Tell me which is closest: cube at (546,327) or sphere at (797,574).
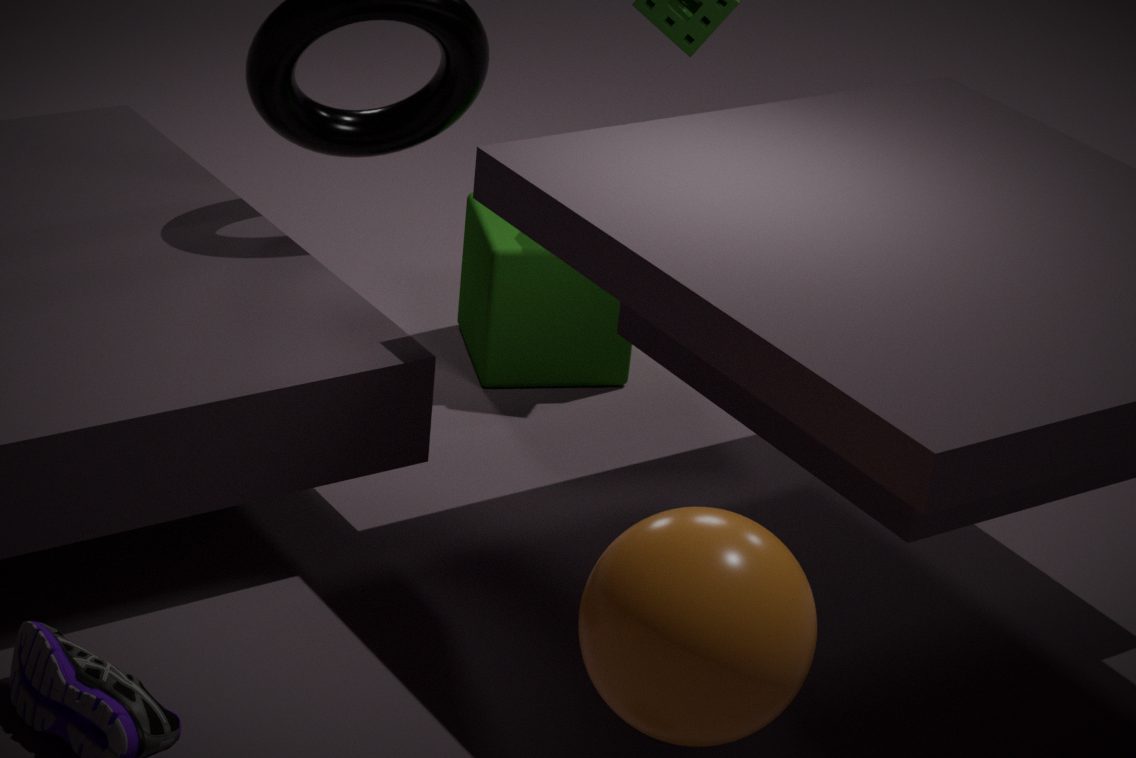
sphere at (797,574)
